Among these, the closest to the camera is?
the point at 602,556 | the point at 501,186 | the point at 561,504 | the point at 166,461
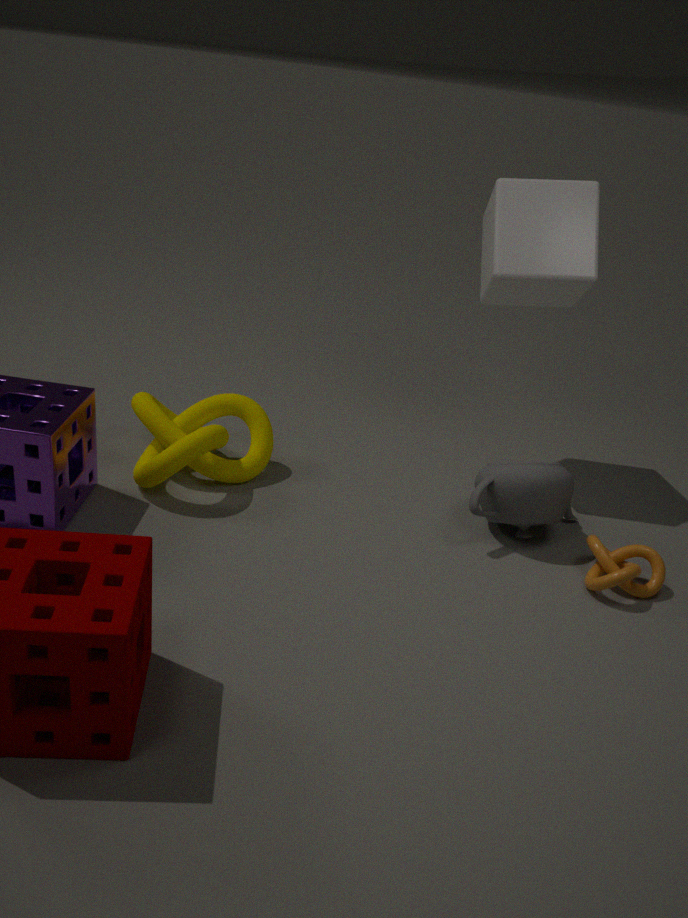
the point at 602,556
